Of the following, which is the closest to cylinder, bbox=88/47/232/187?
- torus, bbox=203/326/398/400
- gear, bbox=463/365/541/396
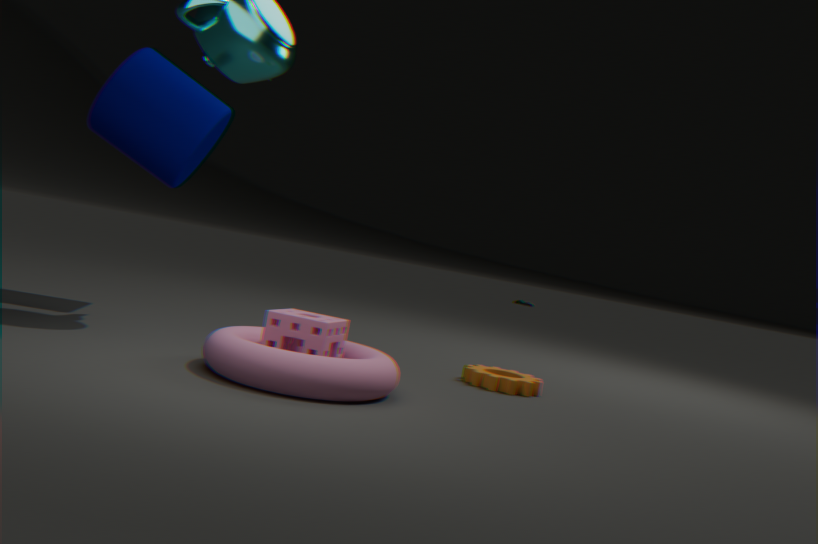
torus, bbox=203/326/398/400
